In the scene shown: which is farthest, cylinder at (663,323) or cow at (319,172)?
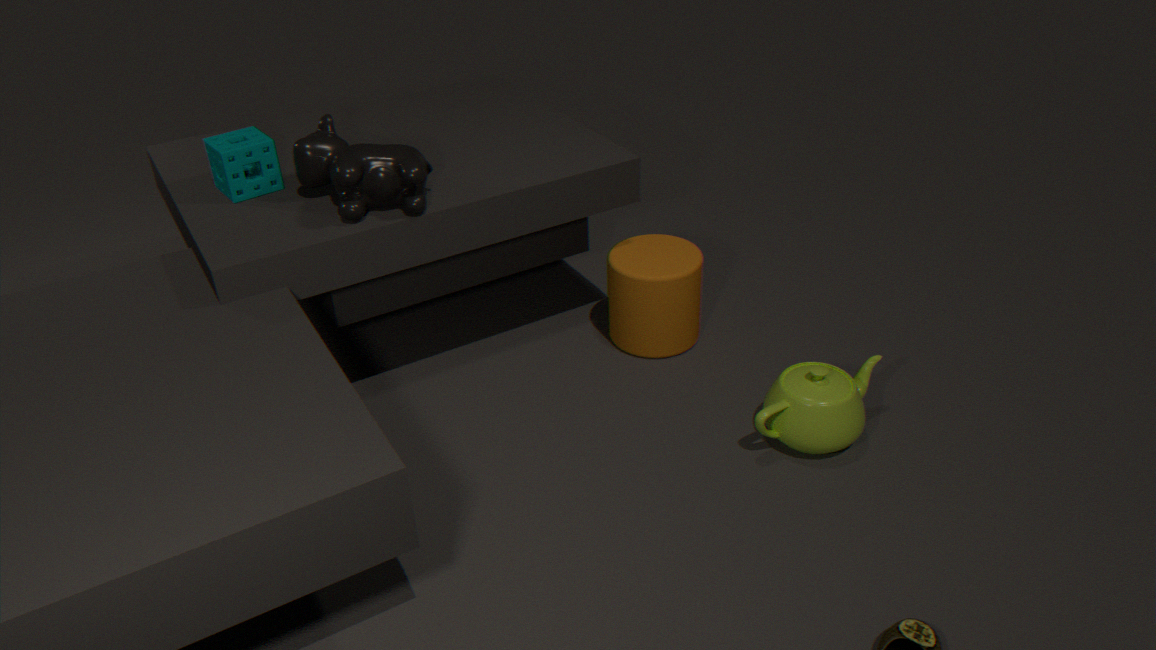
cylinder at (663,323)
